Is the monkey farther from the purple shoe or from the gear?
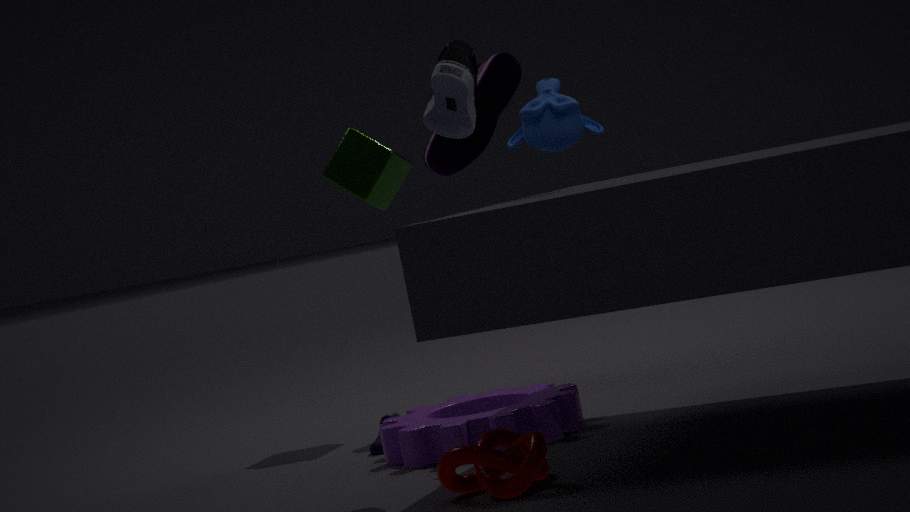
the purple shoe
